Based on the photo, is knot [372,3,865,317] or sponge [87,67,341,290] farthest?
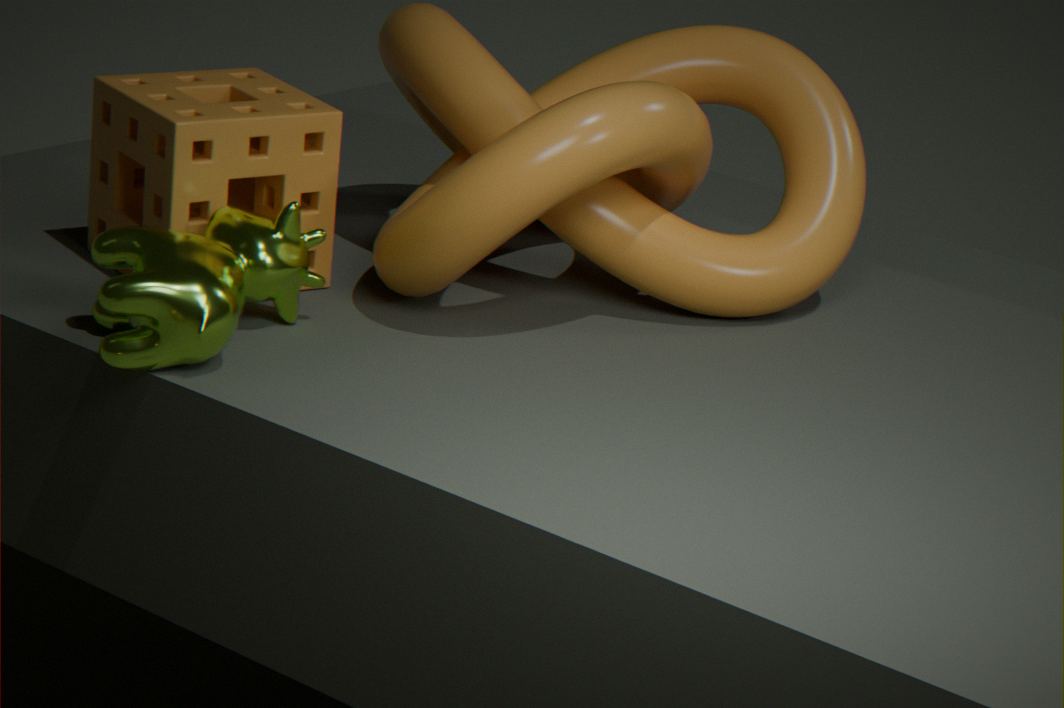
sponge [87,67,341,290]
